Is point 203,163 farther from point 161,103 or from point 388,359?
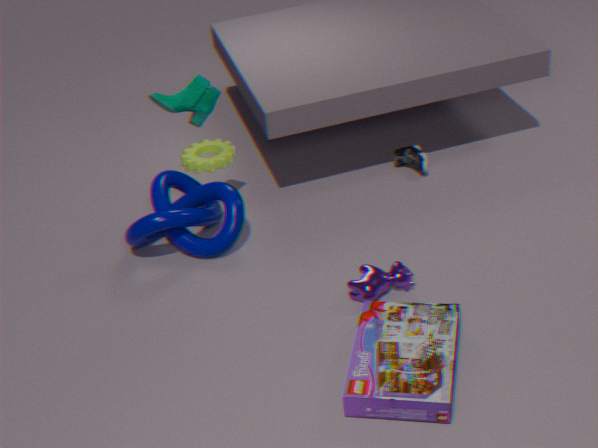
point 388,359
